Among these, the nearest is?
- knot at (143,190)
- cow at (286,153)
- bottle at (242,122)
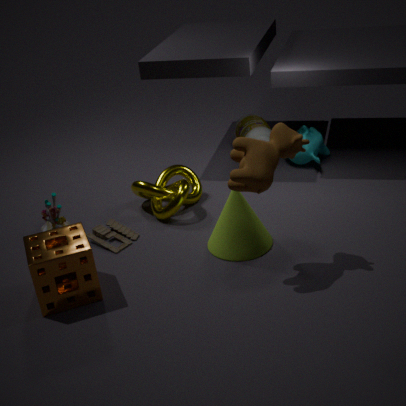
cow at (286,153)
